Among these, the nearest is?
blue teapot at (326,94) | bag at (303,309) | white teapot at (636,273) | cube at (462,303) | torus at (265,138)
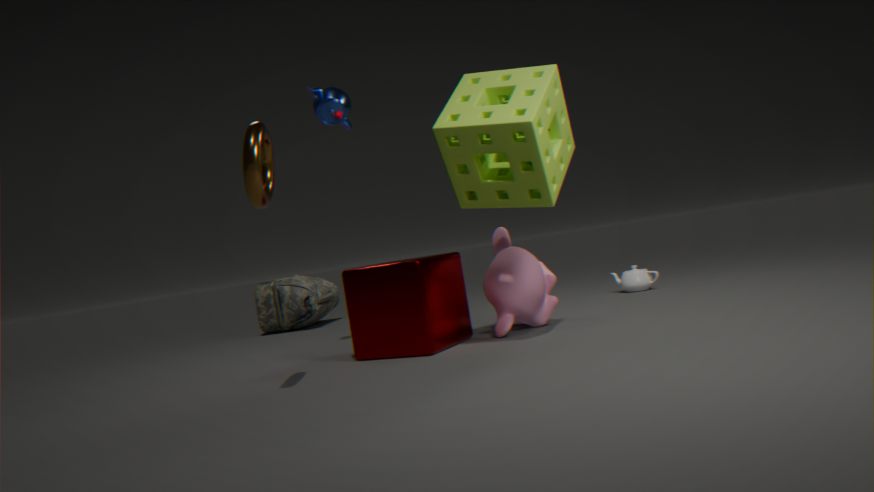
torus at (265,138)
